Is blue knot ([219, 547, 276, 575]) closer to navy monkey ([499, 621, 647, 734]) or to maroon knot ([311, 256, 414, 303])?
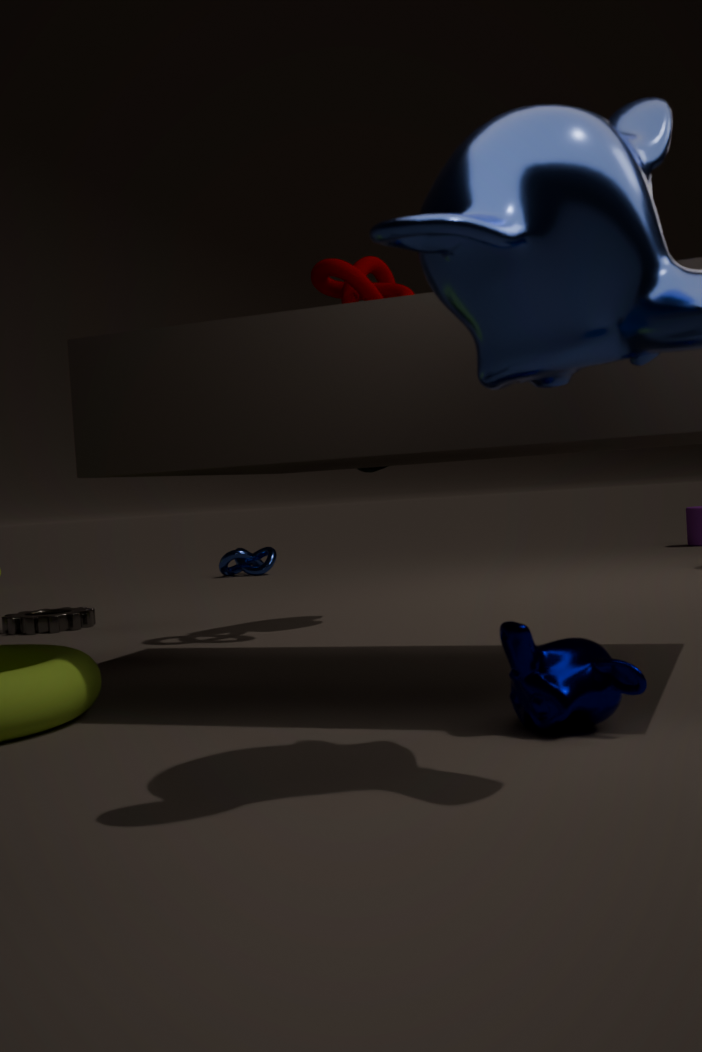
maroon knot ([311, 256, 414, 303])
